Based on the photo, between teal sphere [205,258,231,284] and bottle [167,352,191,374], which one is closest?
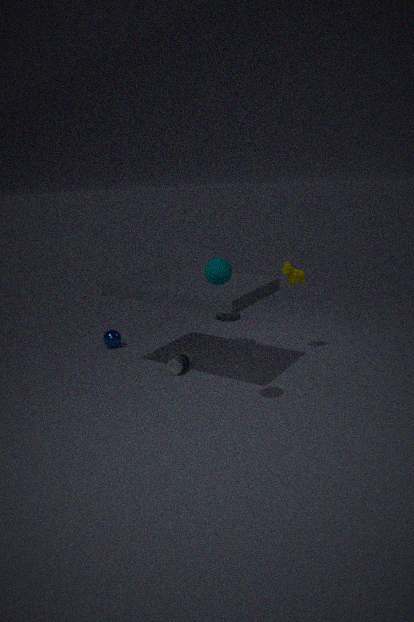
teal sphere [205,258,231,284]
